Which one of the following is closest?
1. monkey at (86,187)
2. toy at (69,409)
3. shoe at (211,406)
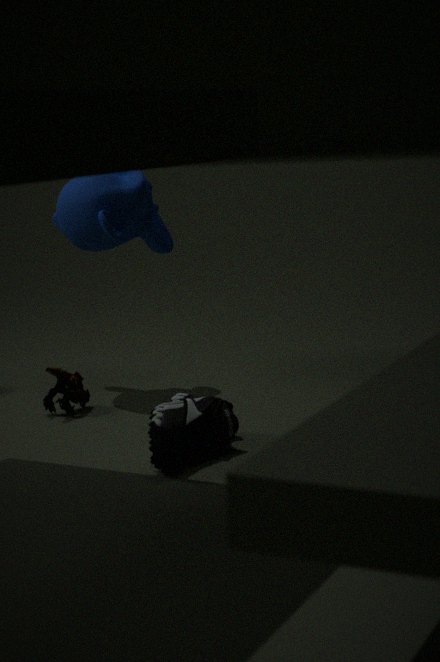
shoe at (211,406)
